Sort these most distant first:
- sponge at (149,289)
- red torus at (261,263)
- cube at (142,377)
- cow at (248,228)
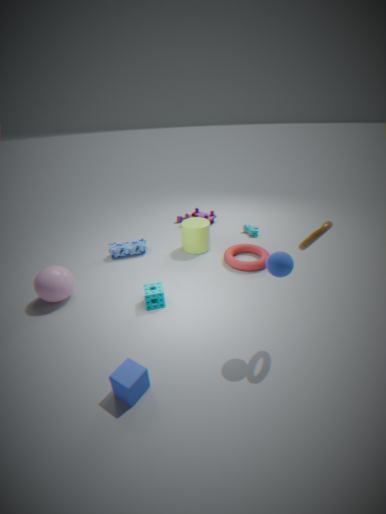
cow at (248,228) → red torus at (261,263) → sponge at (149,289) → cube at (142,377)
